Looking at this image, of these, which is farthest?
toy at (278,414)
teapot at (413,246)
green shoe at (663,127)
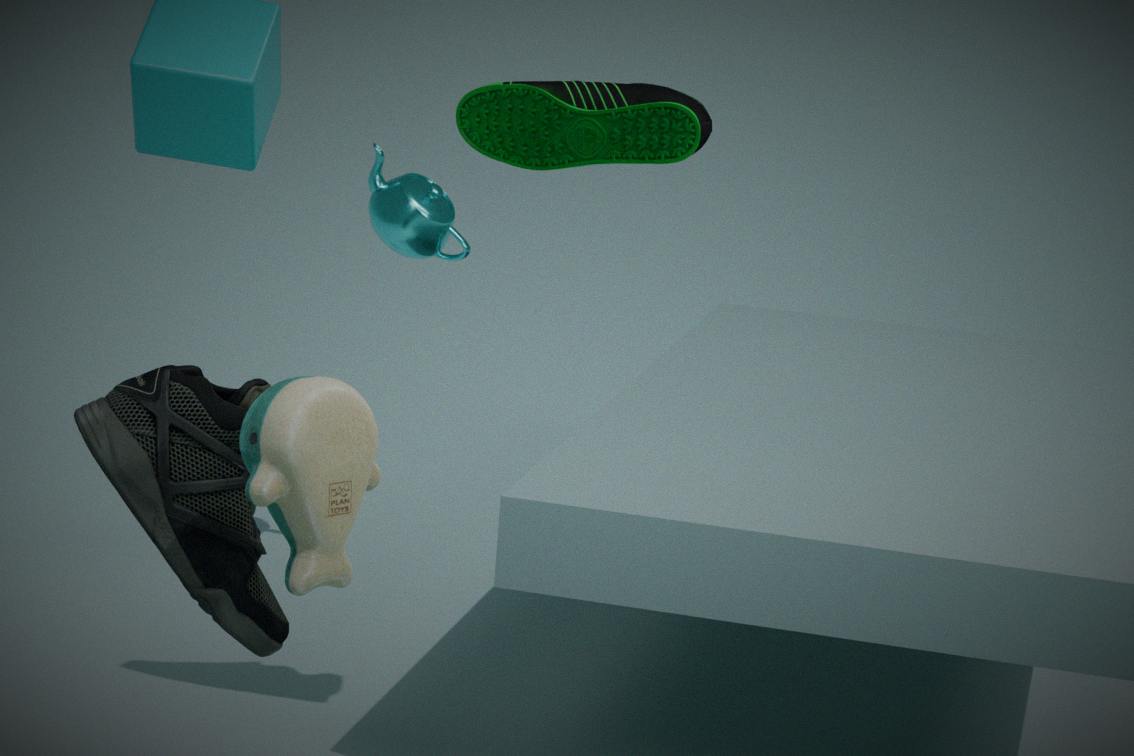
teapot at (413,246)
